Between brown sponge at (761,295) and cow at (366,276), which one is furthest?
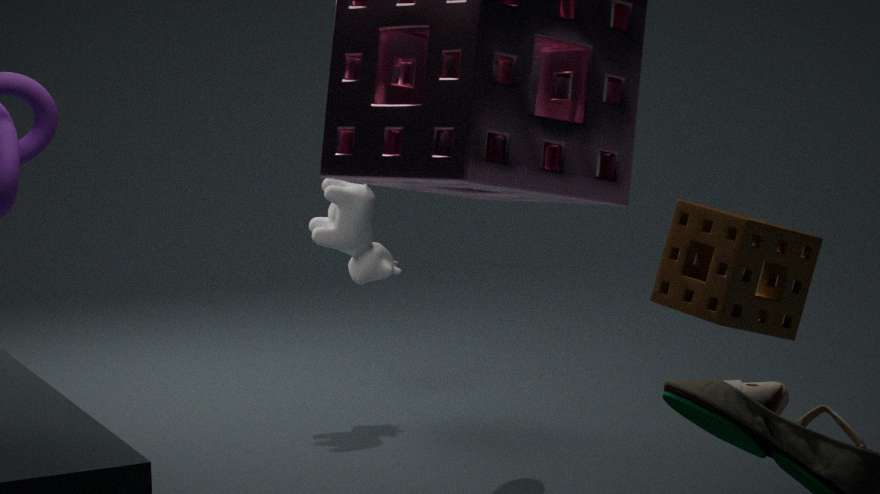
cow at (366,276)
